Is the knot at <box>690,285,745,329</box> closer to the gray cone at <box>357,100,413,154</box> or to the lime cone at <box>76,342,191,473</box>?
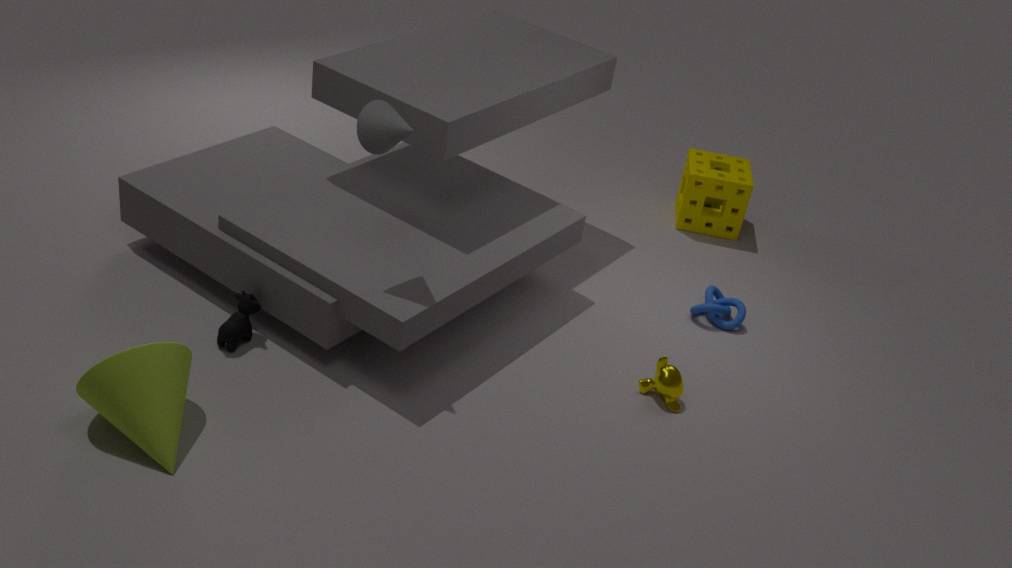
the gray cone at <box>357,100,413,154</box>
